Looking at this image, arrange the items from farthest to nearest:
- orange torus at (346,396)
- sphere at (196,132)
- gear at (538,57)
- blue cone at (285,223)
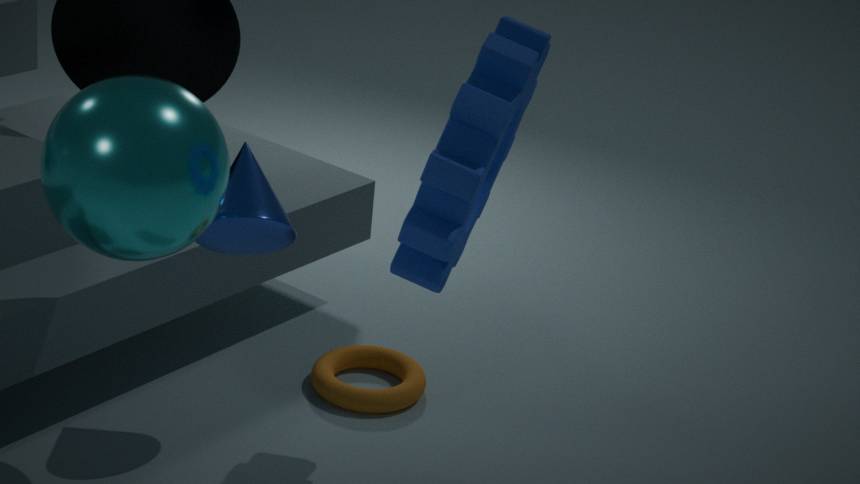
orange torus at (346,396) → blue cone at (285,223) → sphere at (196,132) → gear at (538,57)
